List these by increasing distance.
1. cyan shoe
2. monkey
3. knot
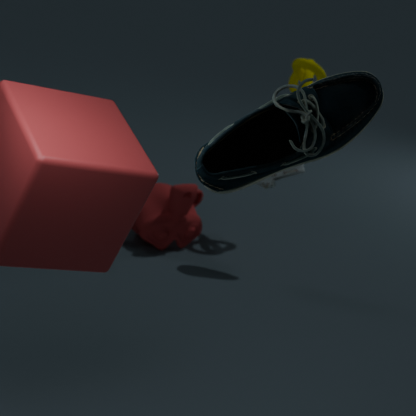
cyan shoe < monkey < knot
